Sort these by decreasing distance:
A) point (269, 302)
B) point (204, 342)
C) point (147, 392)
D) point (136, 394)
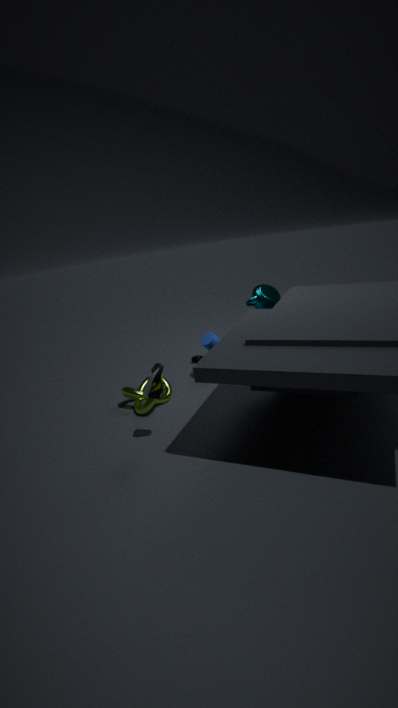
point (204, 342)
point (269, 302)
point (136, 394)
point (147, 392)
